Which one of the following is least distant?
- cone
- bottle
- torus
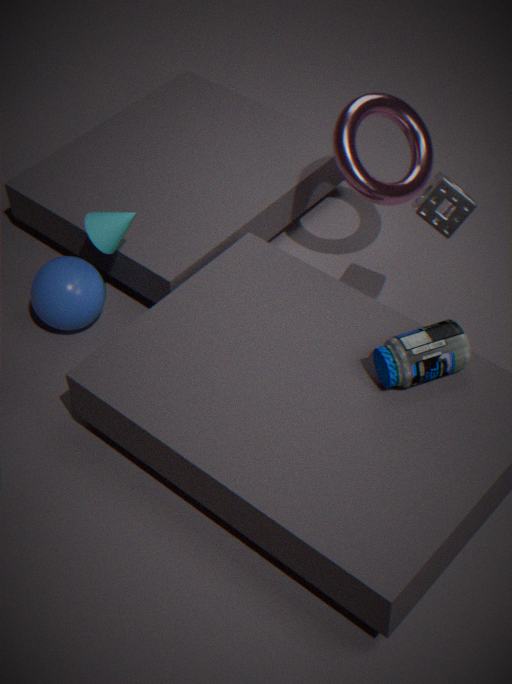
bottle
